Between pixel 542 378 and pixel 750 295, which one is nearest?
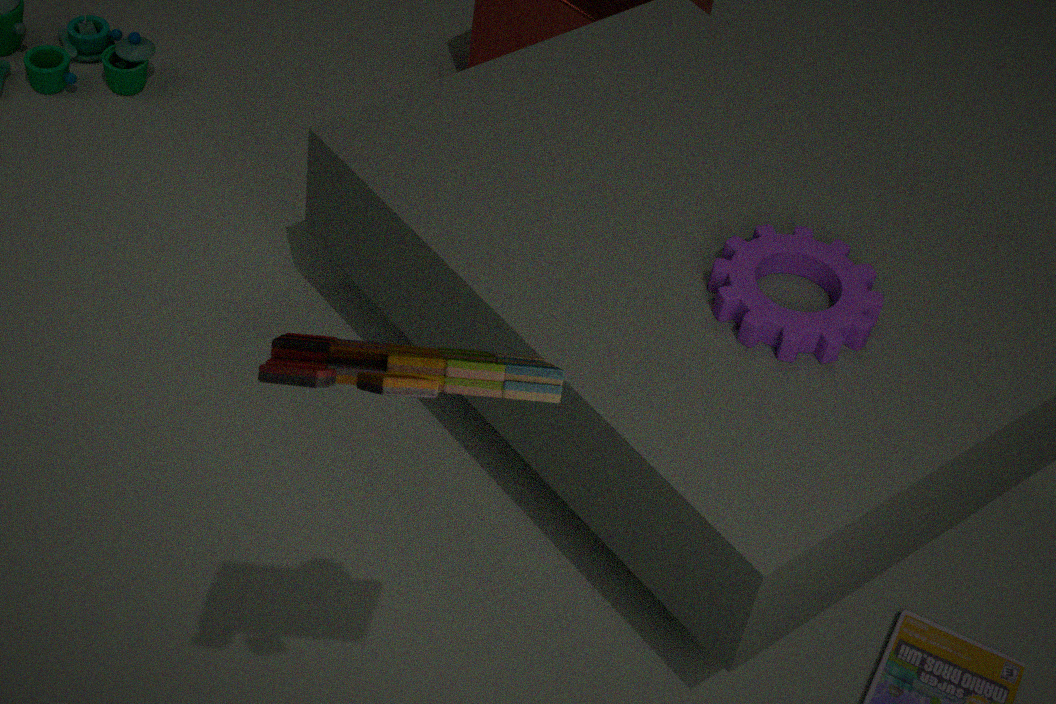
pixel 542 378
